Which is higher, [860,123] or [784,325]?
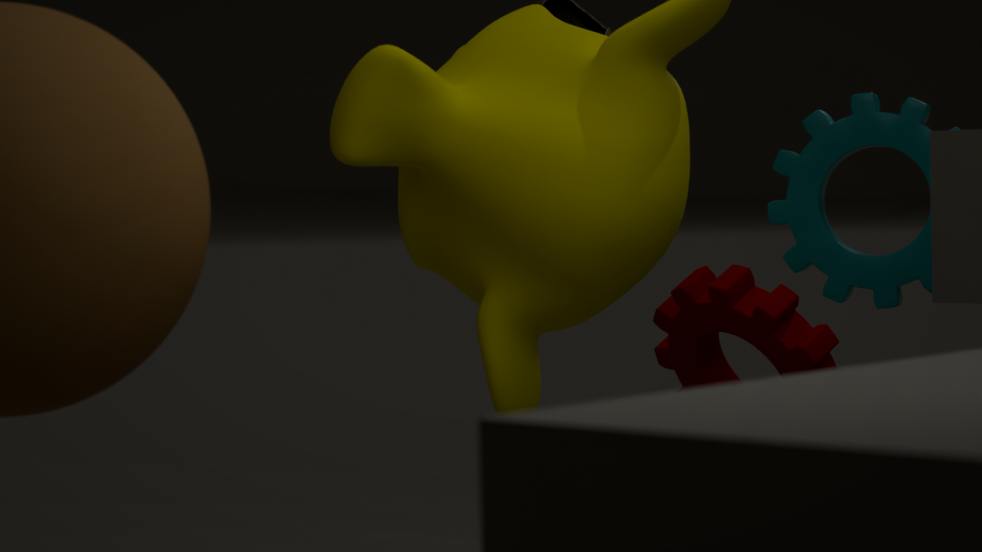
[860,123]
